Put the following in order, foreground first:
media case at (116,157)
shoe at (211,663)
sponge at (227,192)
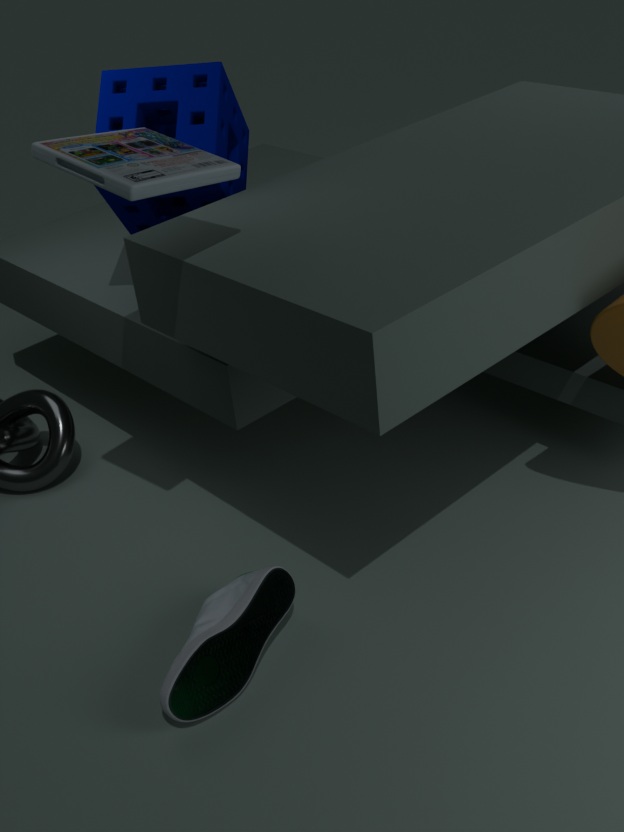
media case at (116,157) < shoe at (211,663) < sponge at (227,192)
